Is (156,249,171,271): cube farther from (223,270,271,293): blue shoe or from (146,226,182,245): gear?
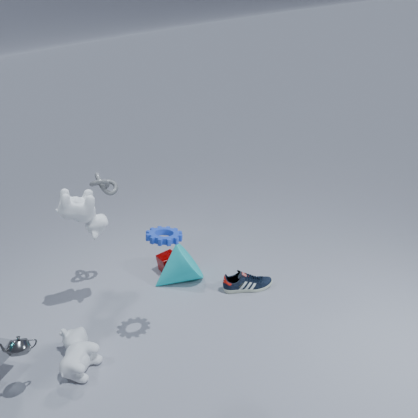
(146,226,182,245): gear
